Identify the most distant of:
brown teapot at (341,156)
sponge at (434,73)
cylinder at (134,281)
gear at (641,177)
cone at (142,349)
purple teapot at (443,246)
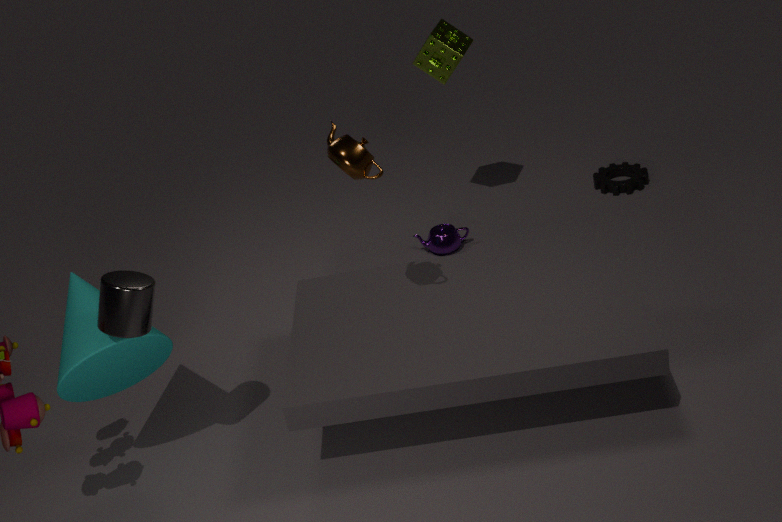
gear at (641,177)
